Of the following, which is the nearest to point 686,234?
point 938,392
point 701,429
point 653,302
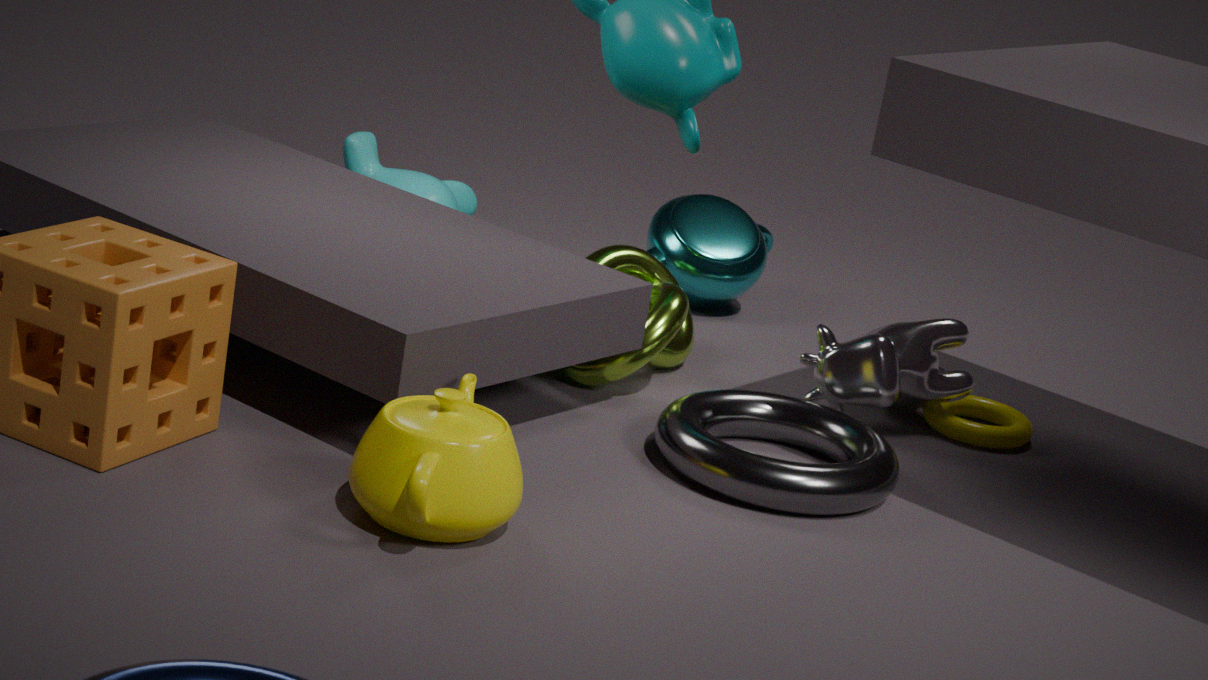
point 653,302
